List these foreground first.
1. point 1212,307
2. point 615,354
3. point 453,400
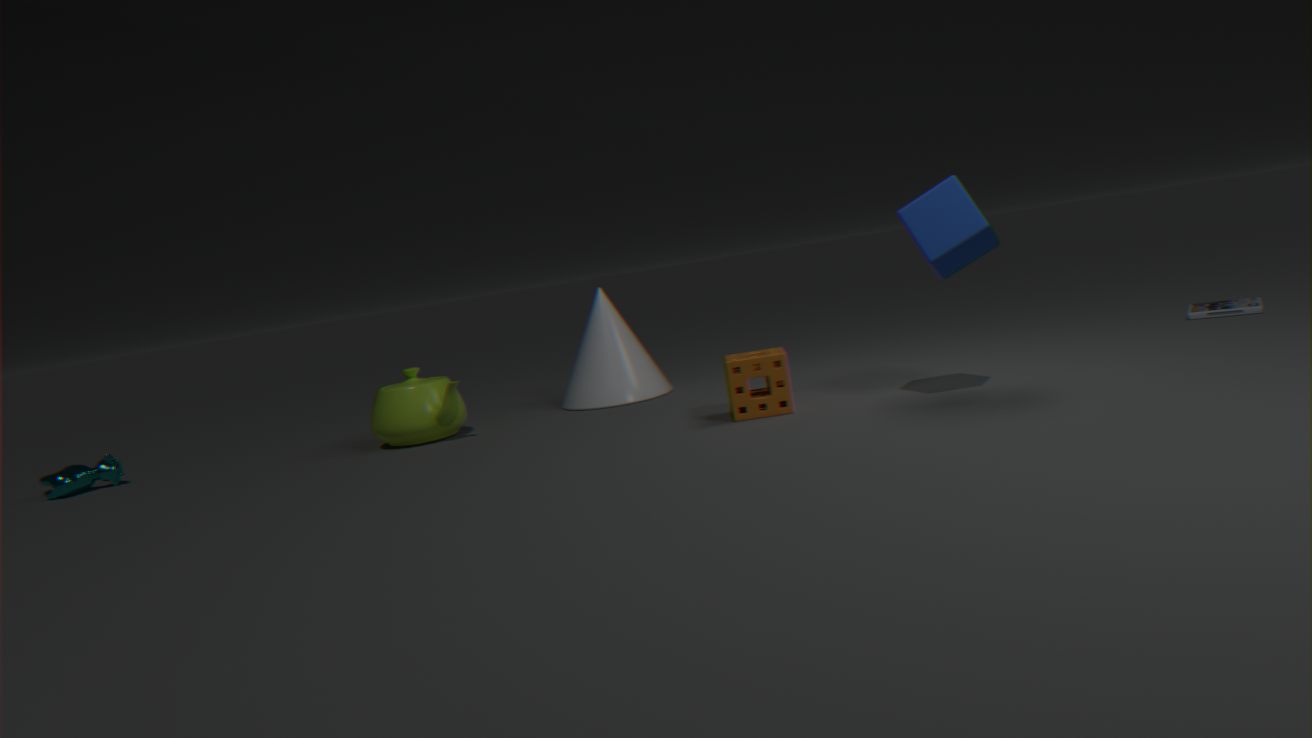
point 453,400, point 1212,307, point 615,354
